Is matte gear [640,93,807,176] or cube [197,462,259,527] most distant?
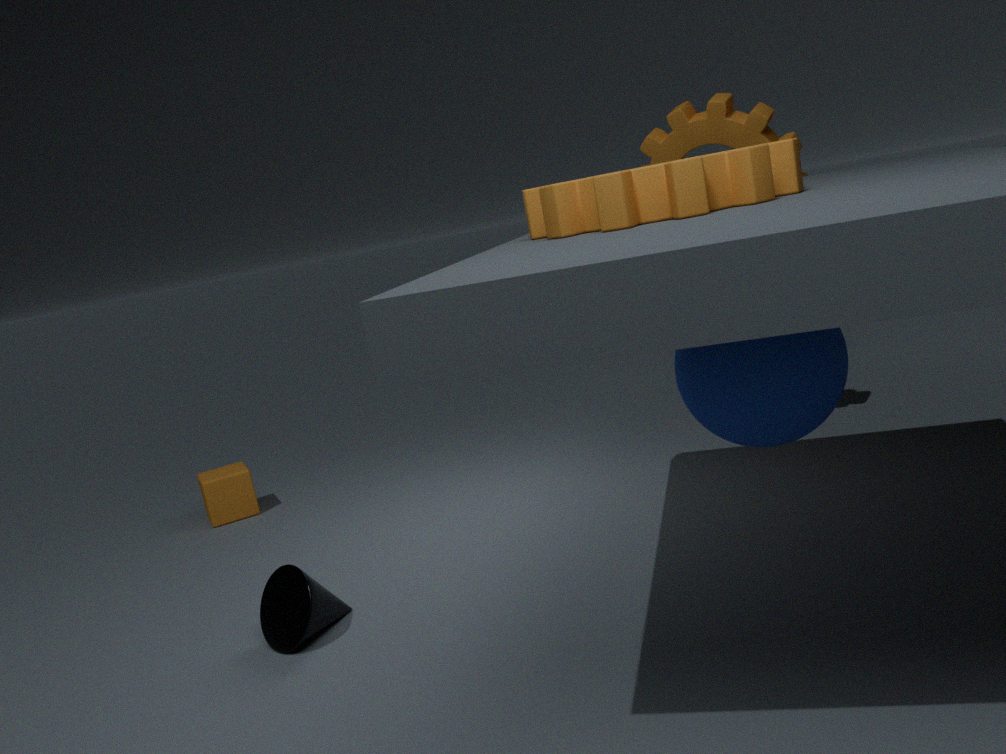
cube [197,462,259,527]
